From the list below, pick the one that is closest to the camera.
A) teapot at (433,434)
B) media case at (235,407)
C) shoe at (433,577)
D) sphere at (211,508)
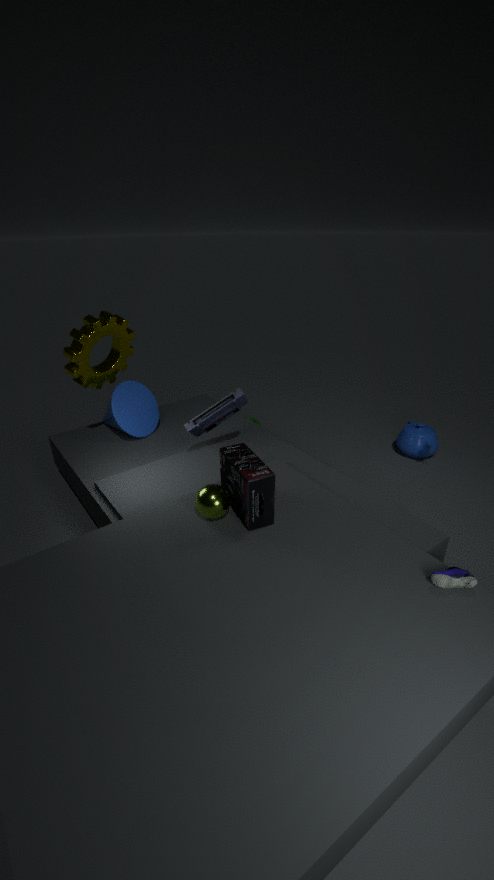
shoe at (433,577)
